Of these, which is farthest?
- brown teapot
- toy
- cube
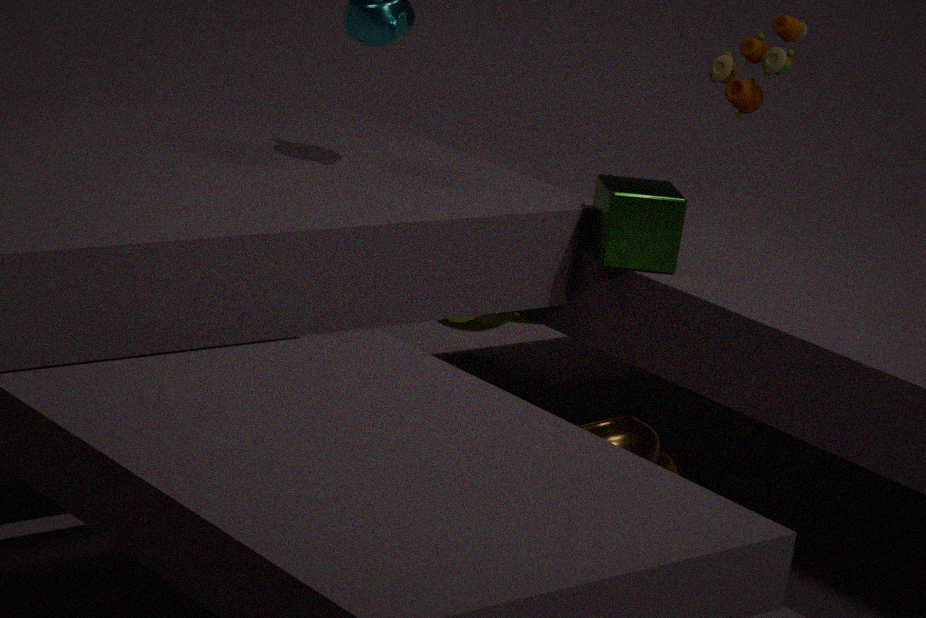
cube
